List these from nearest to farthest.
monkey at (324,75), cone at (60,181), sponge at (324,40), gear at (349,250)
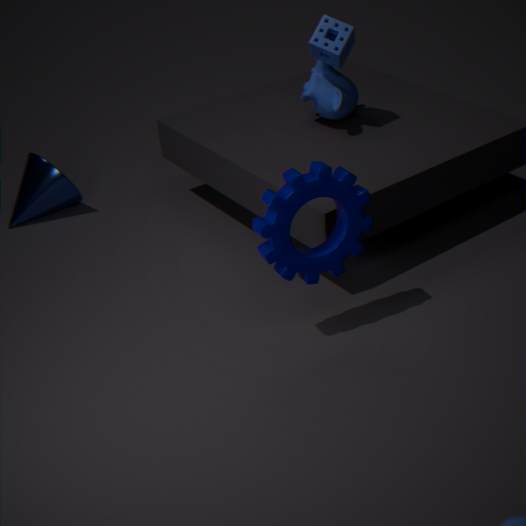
gear at (349,250) < sponge at (324,40) < monkey at (324,75) < cone at (60,181)
